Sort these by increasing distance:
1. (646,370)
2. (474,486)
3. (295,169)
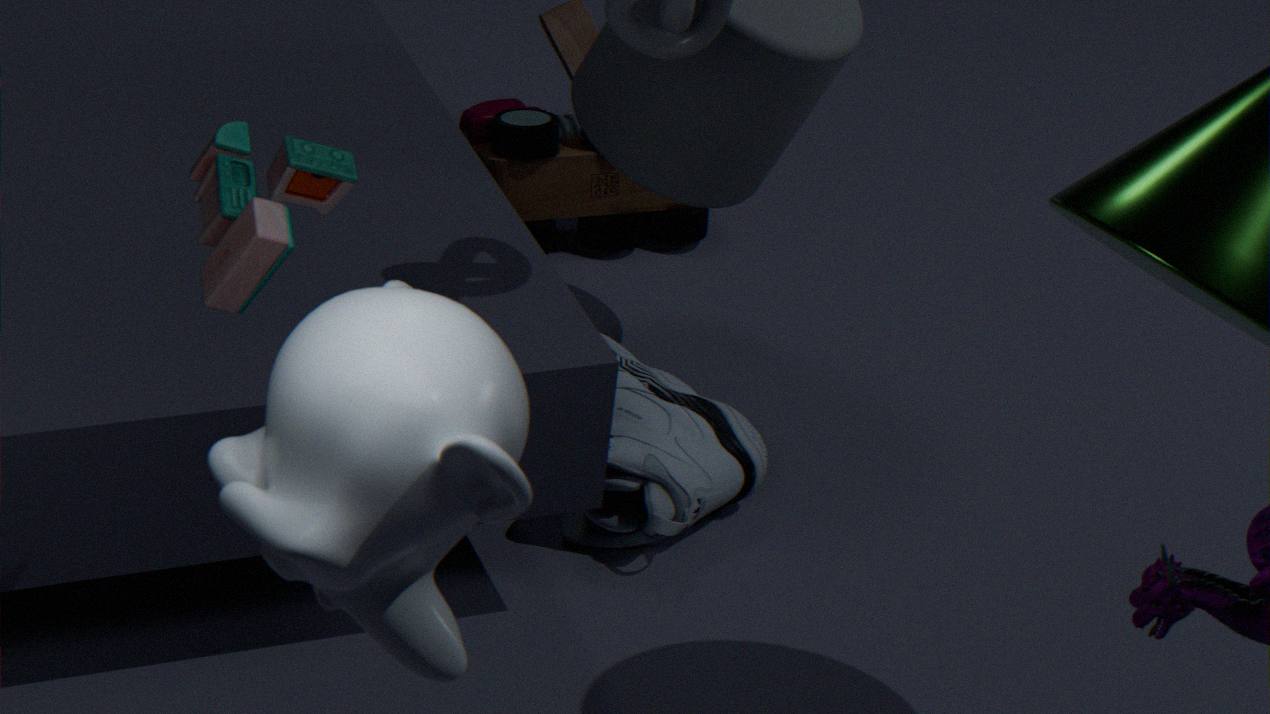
(474,486) < (295,169) < (646,370)
